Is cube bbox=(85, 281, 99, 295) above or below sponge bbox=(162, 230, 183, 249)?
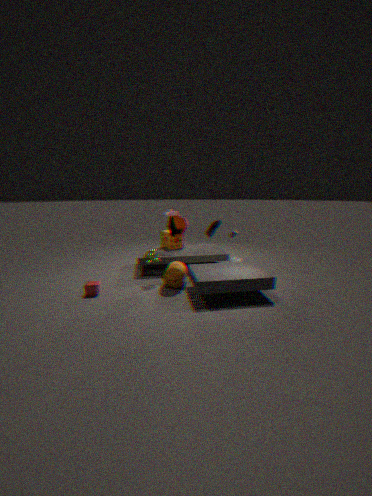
below
